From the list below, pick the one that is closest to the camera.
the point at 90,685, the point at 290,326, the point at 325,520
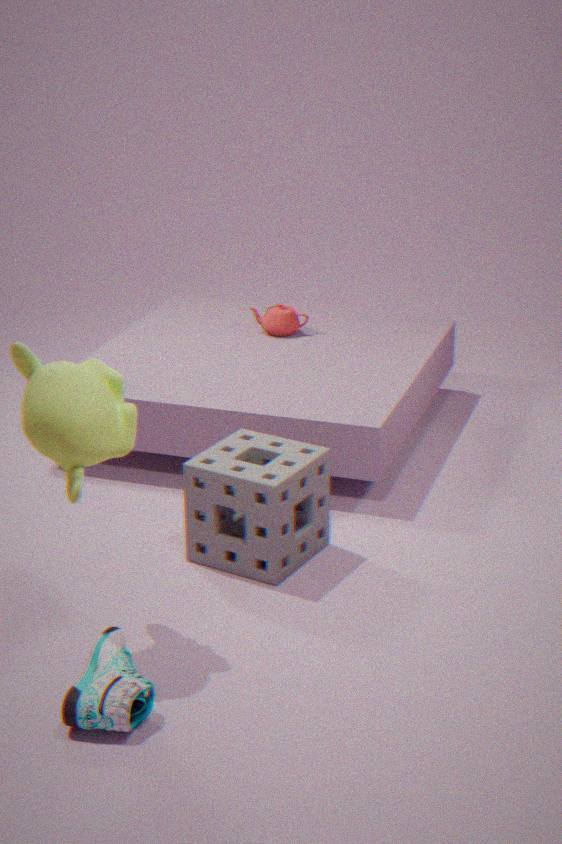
the point at 90,685
